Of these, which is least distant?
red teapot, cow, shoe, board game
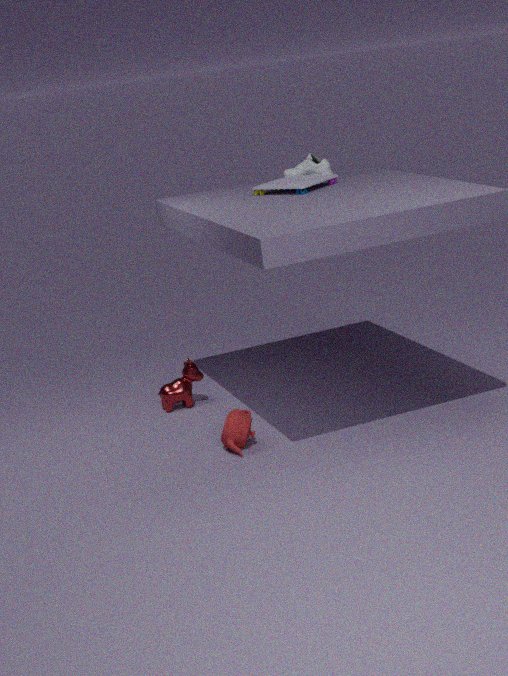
red teapot
